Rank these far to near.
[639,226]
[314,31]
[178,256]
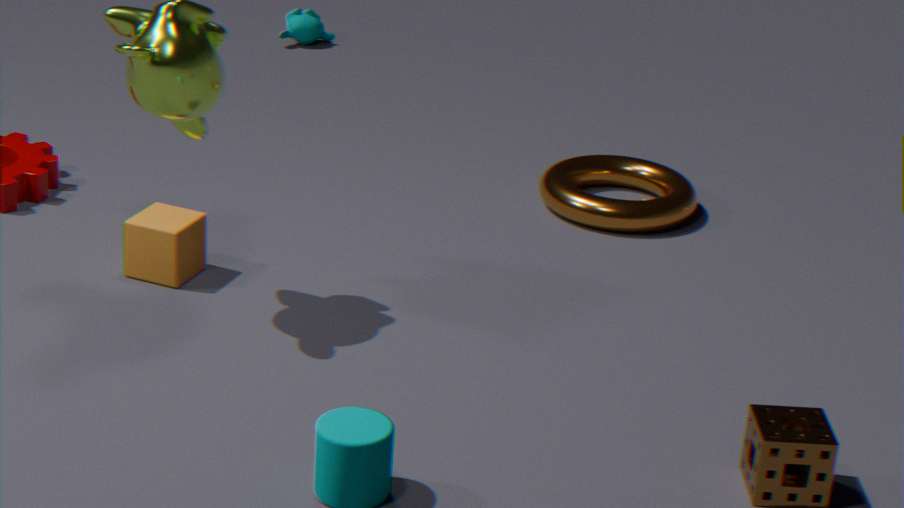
[314,31] → [639,226] → [178,256]
